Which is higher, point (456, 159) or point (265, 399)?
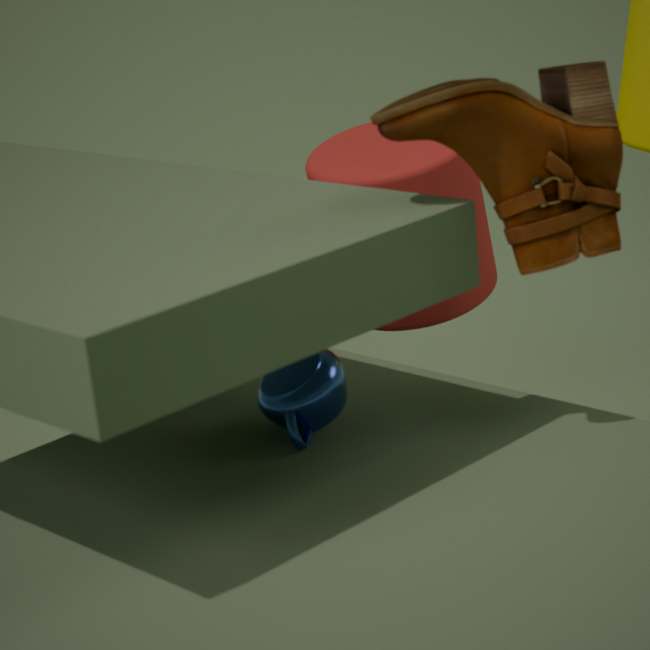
point (456, 159)
